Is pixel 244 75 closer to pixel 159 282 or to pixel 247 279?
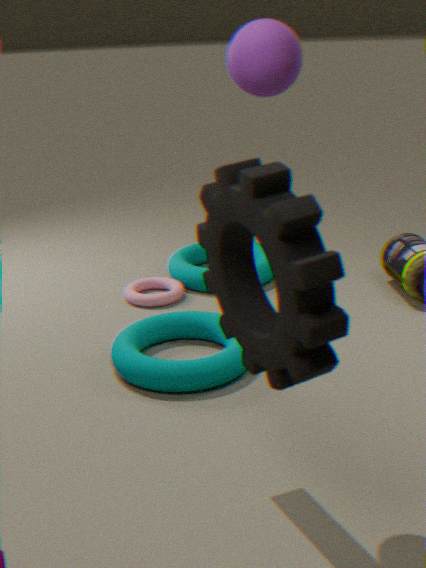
pixel 247 279
